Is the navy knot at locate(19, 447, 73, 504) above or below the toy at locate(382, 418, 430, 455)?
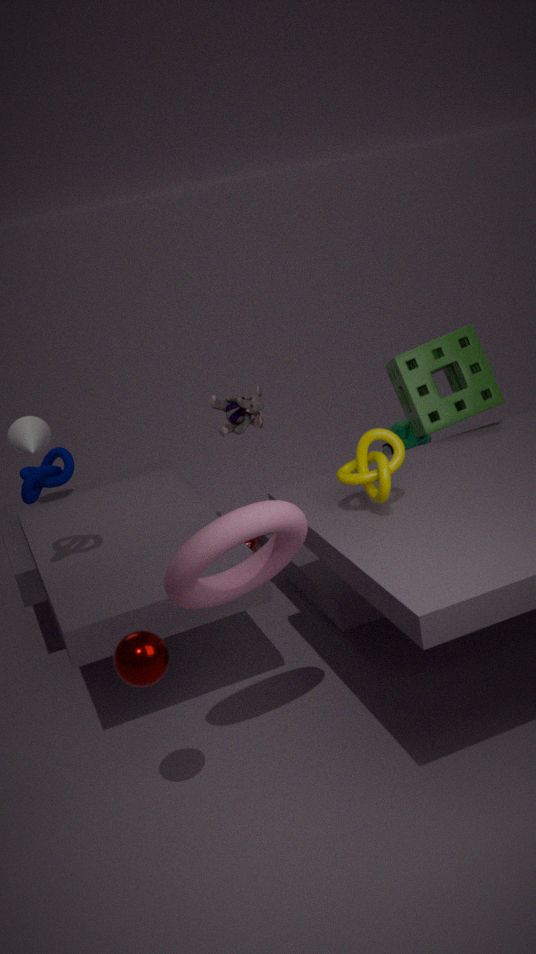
above
